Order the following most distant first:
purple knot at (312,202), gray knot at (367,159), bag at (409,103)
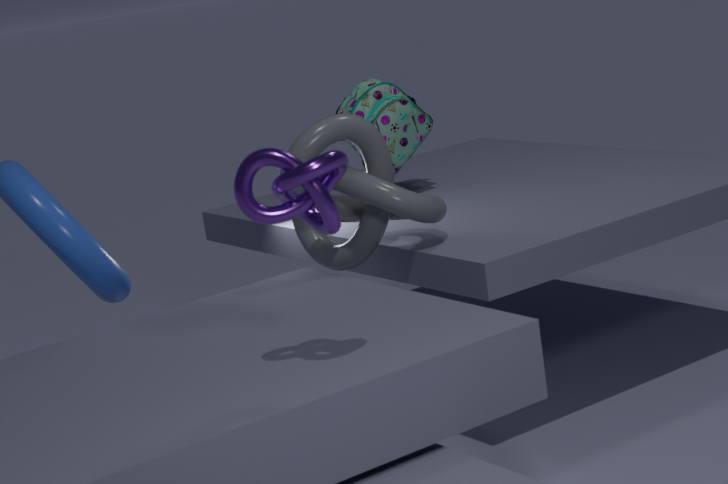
bag at (409,103) < gray knot at (367,159) < purple knot at (312,202)
